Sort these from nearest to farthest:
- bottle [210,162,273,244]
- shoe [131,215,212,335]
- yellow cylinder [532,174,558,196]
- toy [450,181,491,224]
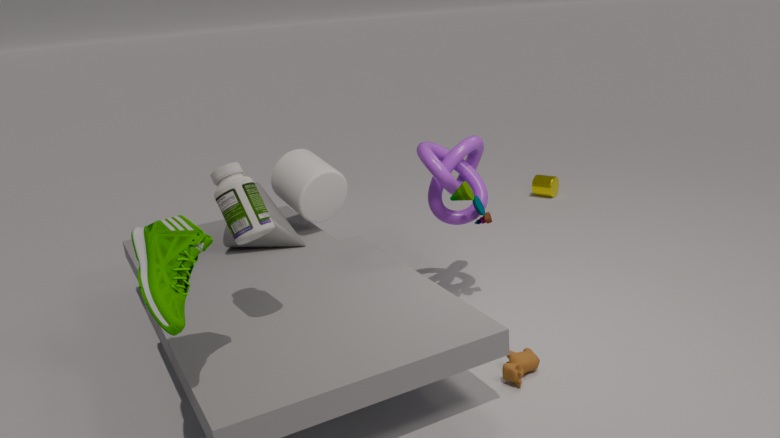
shoe [131,215,212,335] → bottle [210,162,273,244] → toy [450,181,491,224] → yellow cylinder [532,174,558,196]
